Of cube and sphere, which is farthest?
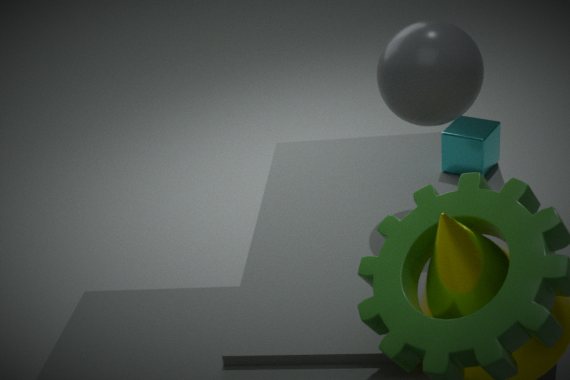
cube
